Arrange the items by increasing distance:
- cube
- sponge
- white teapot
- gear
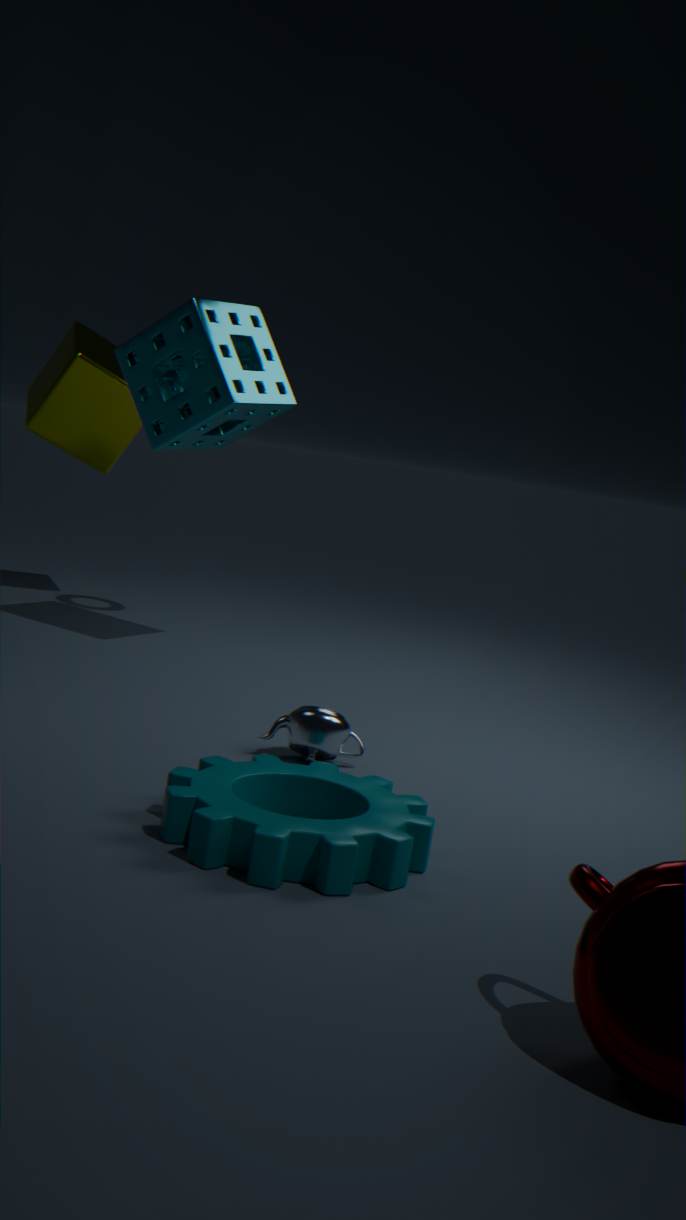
gear
white teapot
sponge
cube
